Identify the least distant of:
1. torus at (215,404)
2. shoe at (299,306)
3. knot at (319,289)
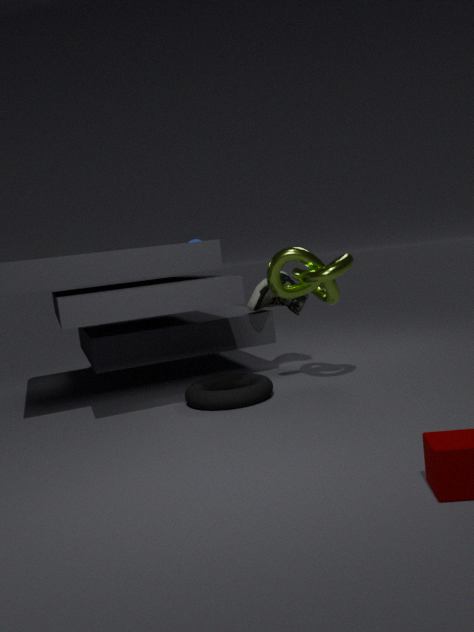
torus at (215,404)
